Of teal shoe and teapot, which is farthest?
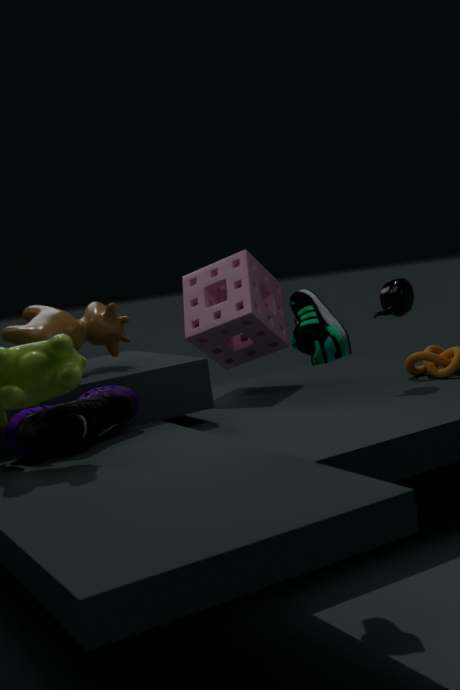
teapot
